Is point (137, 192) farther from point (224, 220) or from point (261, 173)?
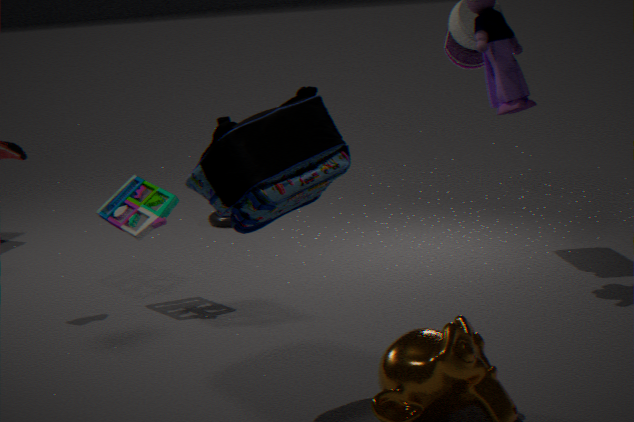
point (224, 220)
